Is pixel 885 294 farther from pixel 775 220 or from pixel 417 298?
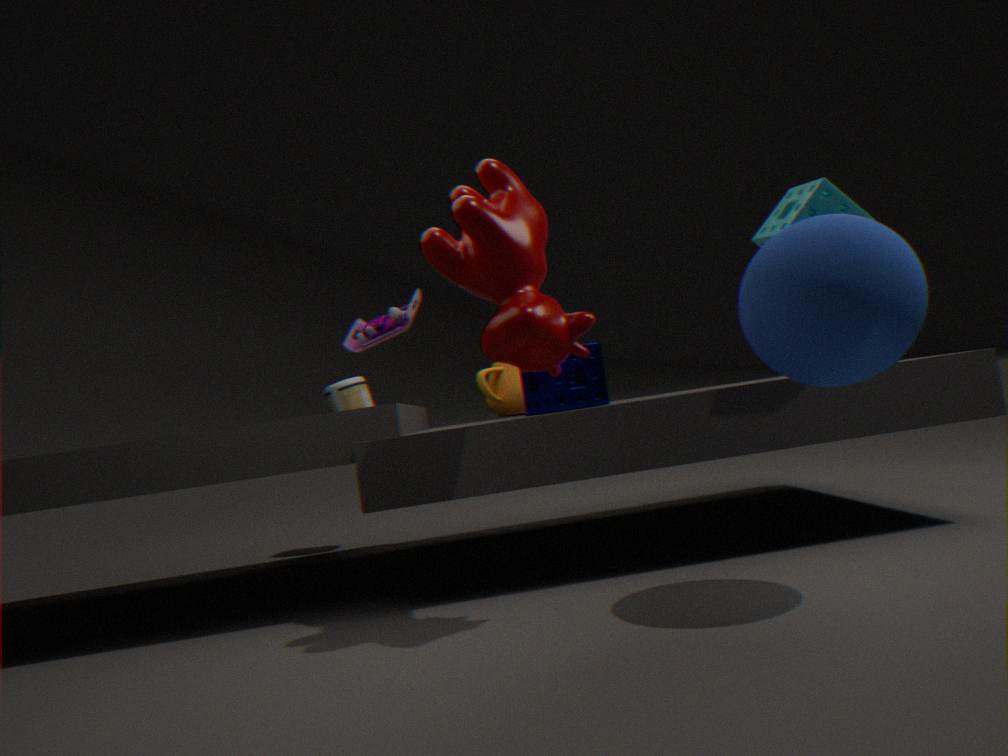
pixel 417 298
